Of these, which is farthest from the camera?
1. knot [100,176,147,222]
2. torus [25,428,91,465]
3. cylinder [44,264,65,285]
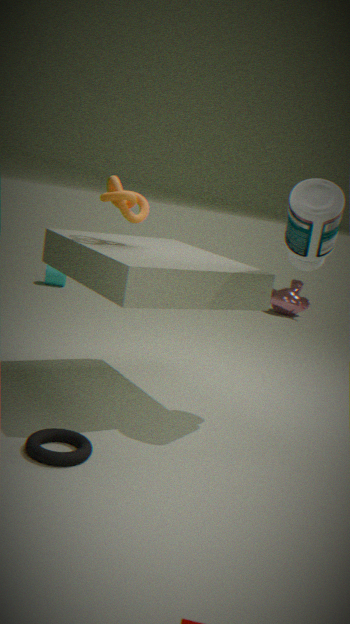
cylinder [44,264,65,285]
